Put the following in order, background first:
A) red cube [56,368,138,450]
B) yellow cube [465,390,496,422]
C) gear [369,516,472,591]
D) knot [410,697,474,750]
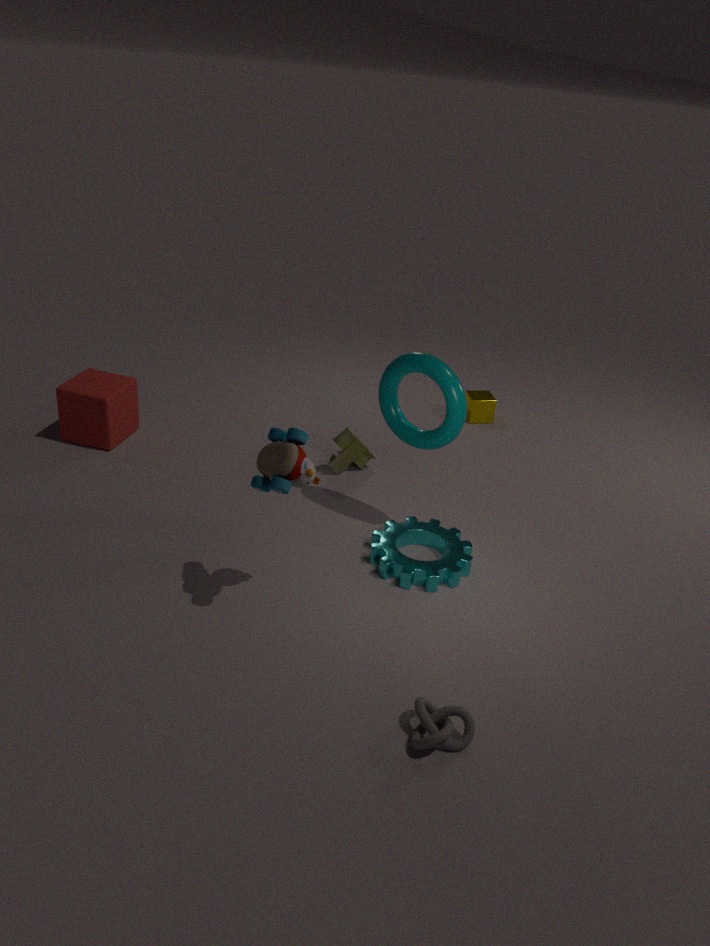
yellow cube [465,390,496,422]
red cube [56,368,138,450]
gear [369,516,472,591]
knot [410,697,474,750]
